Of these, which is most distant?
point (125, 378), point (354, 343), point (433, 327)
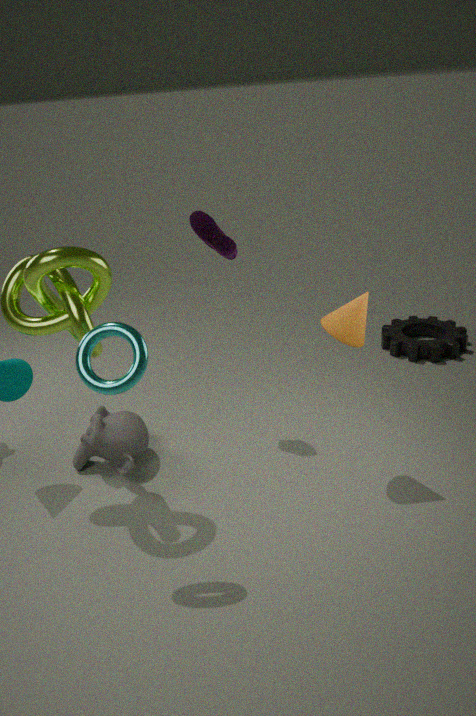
point (433, 327)
